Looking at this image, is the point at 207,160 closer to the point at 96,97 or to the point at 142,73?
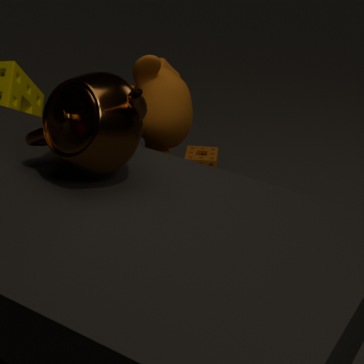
the point at 142,73
